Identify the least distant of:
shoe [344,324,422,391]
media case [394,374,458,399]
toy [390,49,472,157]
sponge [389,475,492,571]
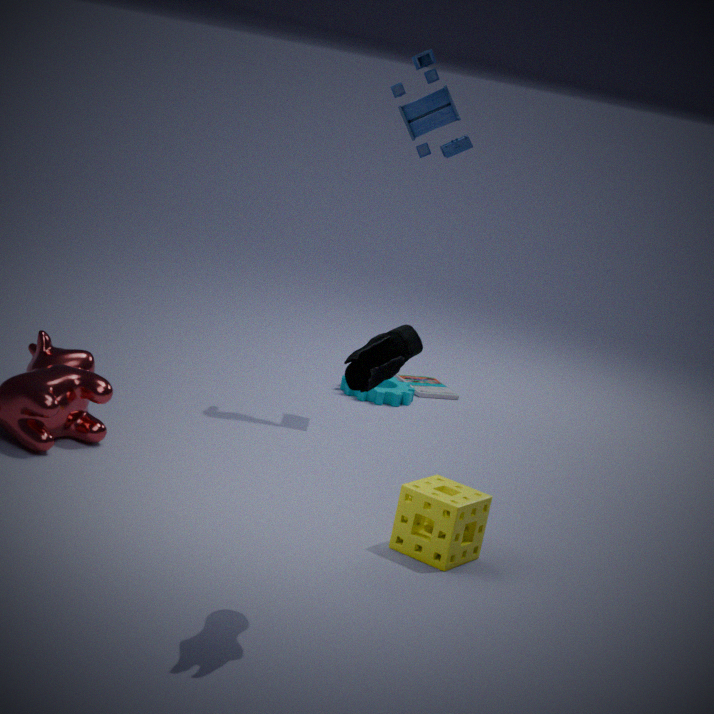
shoe [344,324,422,391]
